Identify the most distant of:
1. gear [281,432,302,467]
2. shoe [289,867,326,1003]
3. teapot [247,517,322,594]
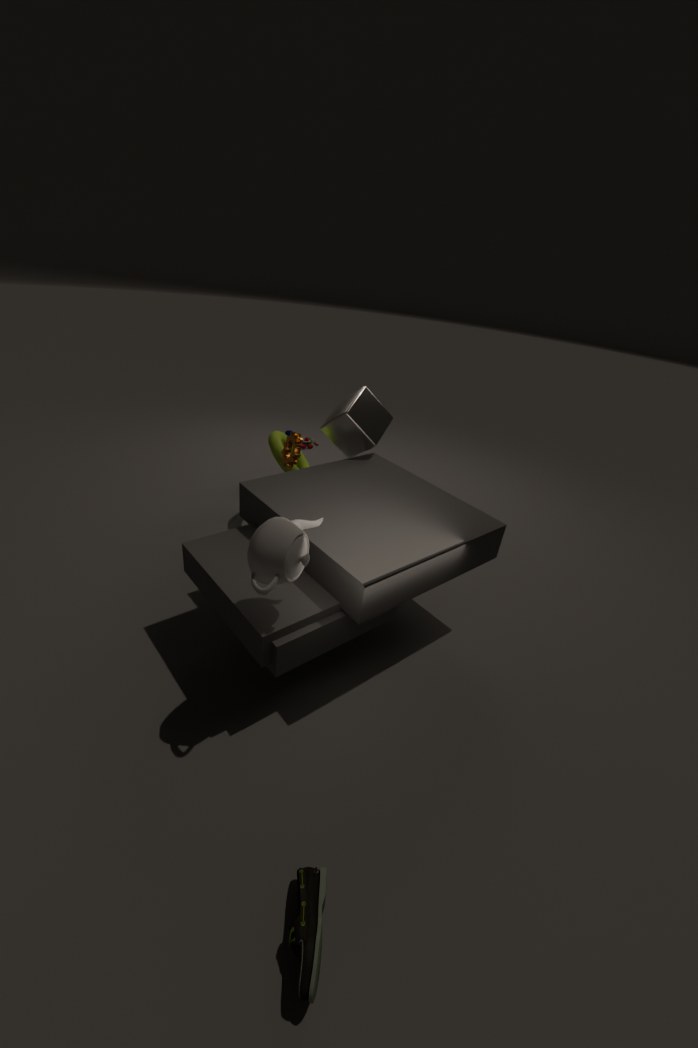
gear [281,432,302,467]
